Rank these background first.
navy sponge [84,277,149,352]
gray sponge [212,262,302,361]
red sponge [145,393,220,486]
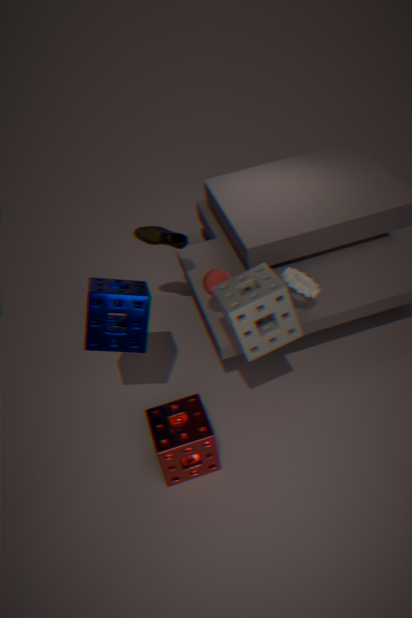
red sponge [145,393,220,486] < navy sponge [84,277,149,352] < gray sponge [212,262,302,361]
